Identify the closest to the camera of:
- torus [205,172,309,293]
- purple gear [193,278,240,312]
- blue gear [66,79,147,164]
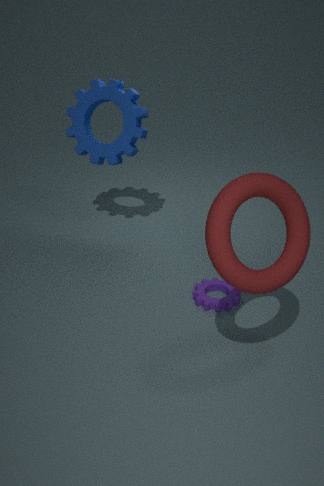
torus [205,172,309,293]
